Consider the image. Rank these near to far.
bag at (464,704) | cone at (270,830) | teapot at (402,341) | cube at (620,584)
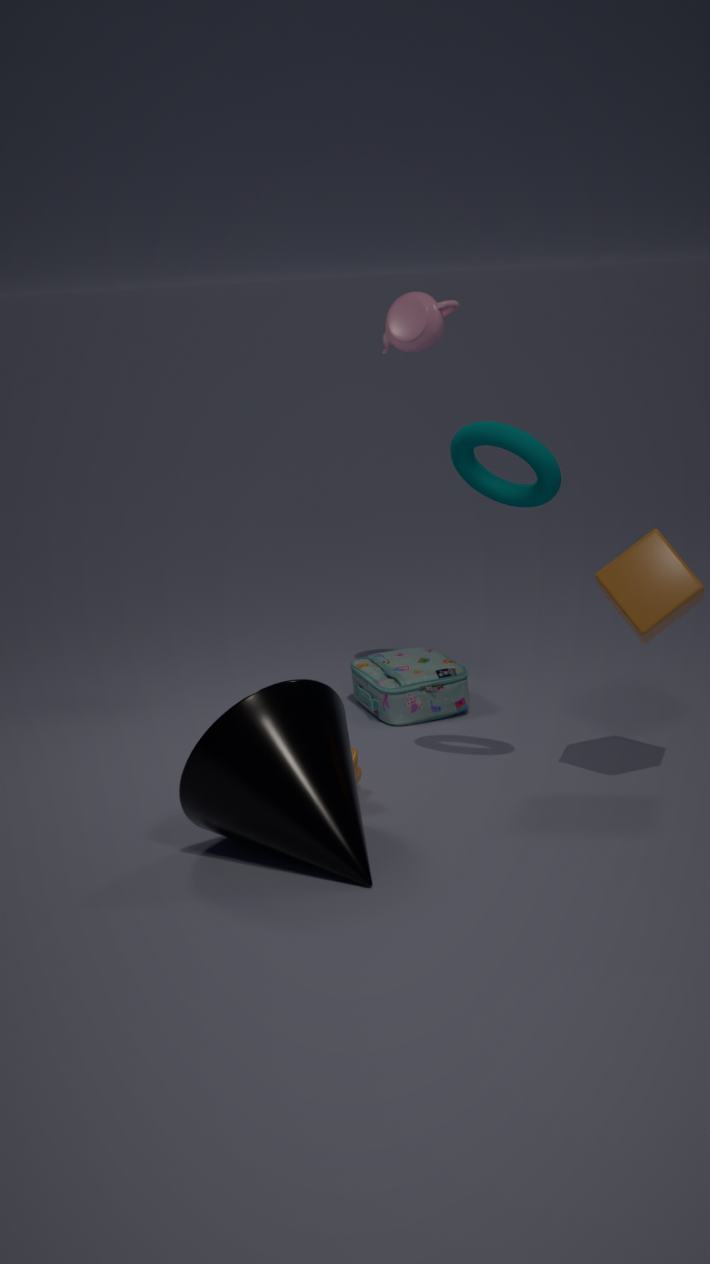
cone at (270,830)
cube at (620,584)
teapot at (402,341)
bag at (464,704)
